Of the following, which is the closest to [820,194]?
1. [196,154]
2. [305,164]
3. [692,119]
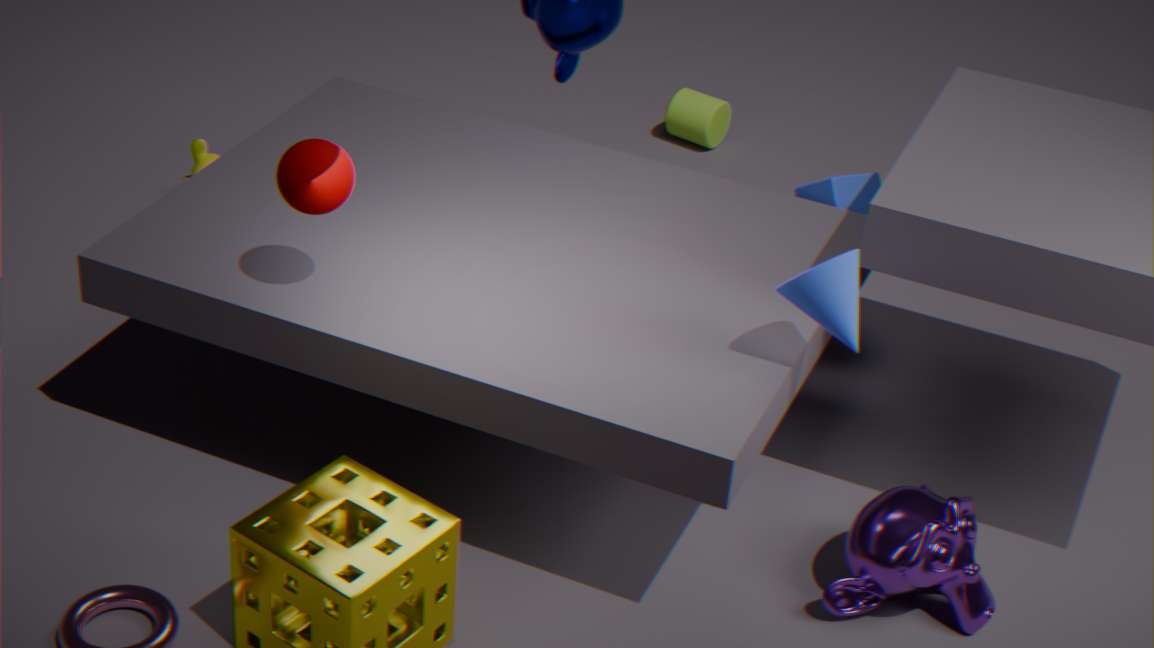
[692,119]
